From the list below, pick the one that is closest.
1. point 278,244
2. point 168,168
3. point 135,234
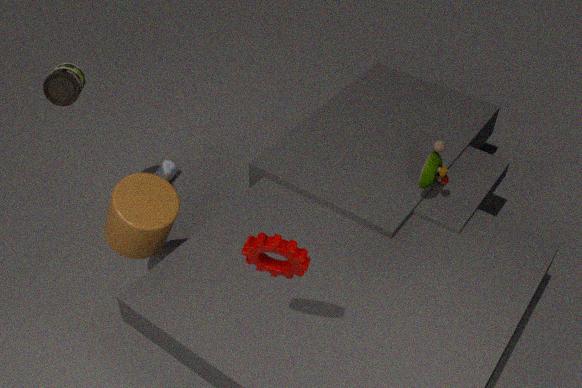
point 278,244
